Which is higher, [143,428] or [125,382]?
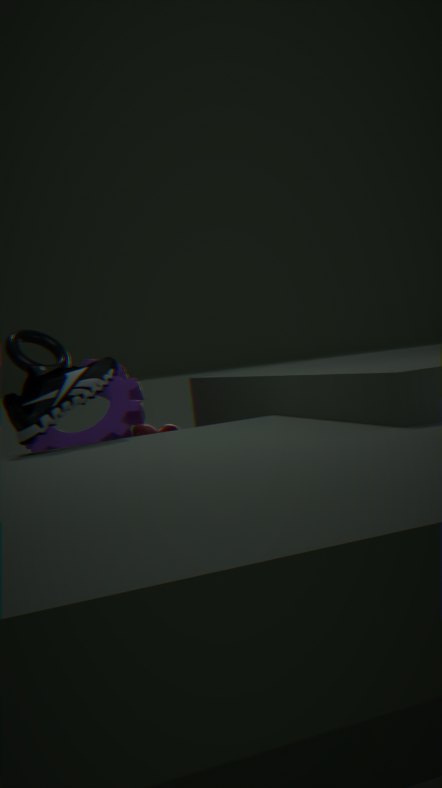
[125,382]
